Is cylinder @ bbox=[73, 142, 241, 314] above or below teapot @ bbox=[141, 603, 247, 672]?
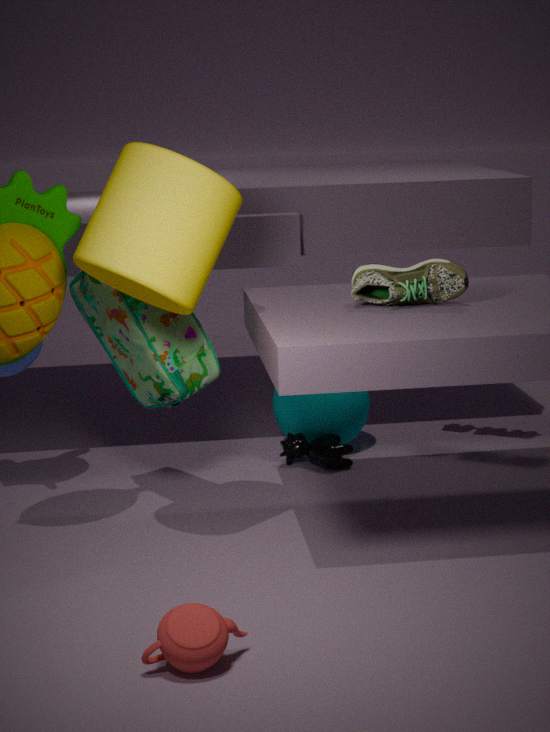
above
